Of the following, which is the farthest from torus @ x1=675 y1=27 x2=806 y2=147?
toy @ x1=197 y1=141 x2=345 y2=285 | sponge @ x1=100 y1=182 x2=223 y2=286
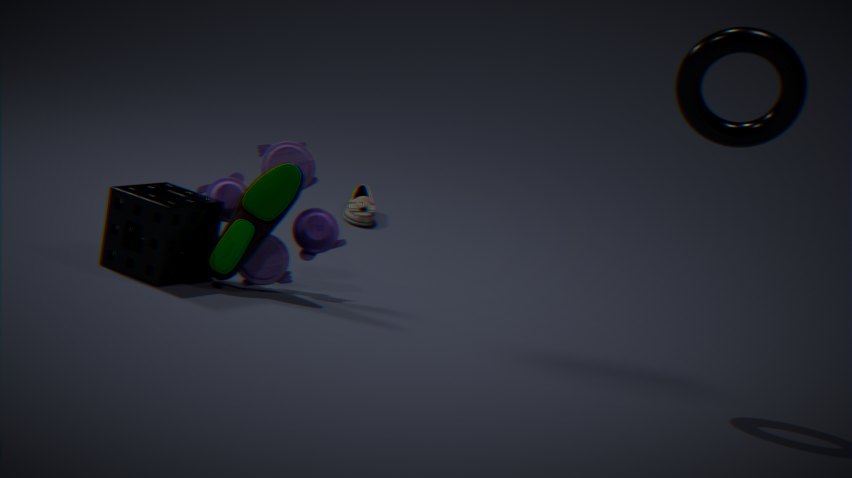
sponge @ x1=100 y1=182 x2=223 y2=286
